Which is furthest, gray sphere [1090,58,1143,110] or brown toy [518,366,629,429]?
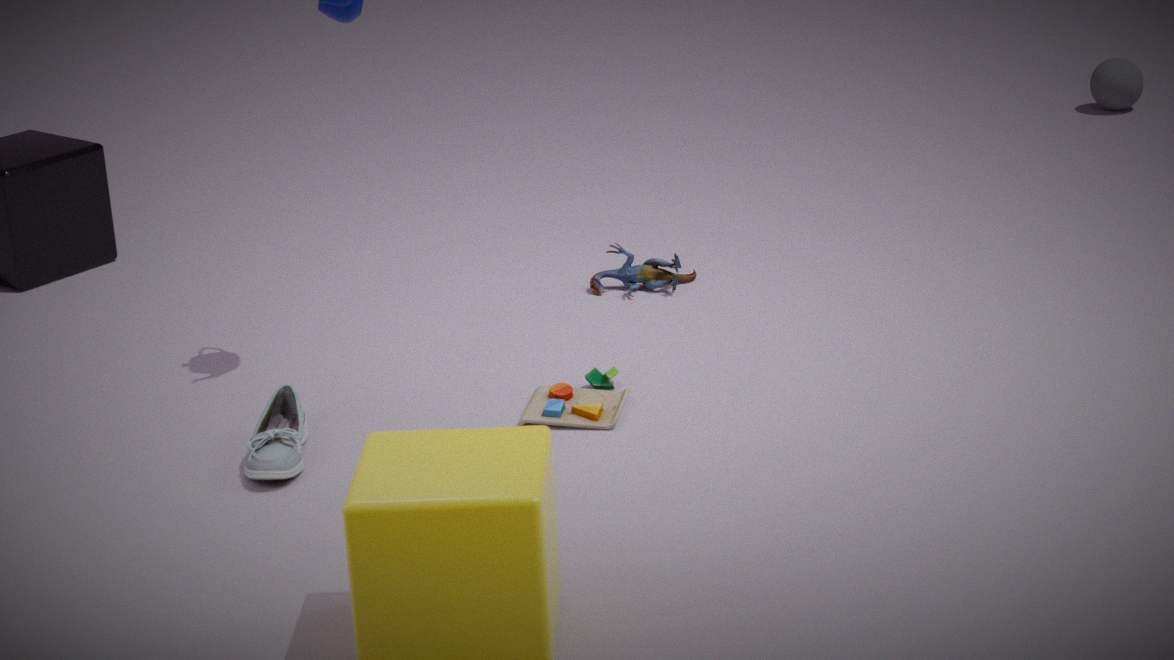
gray sphere [1090,58,1143,110]
